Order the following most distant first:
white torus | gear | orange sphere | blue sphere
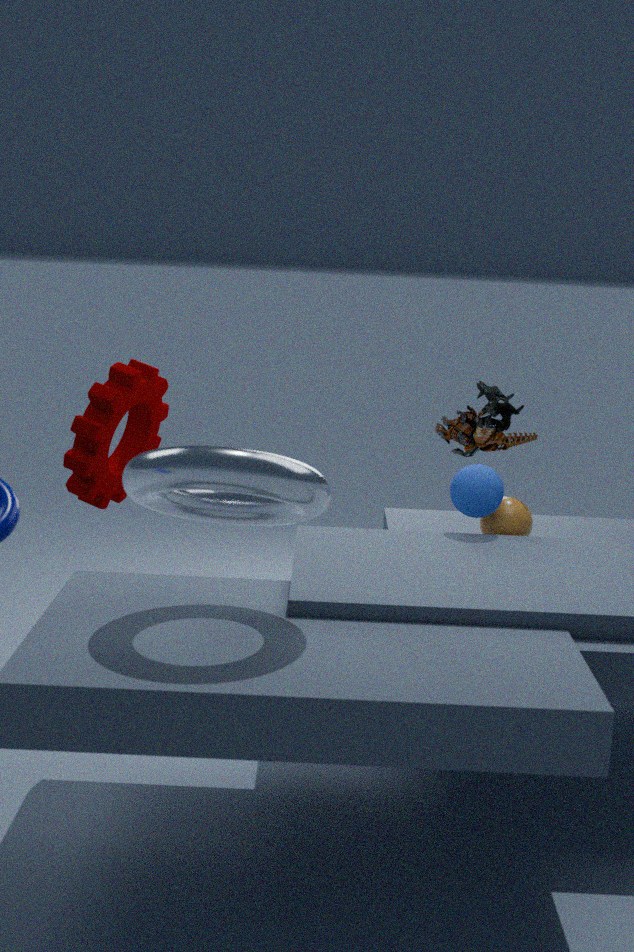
gear, orange sphere, blue sphere, white torus
